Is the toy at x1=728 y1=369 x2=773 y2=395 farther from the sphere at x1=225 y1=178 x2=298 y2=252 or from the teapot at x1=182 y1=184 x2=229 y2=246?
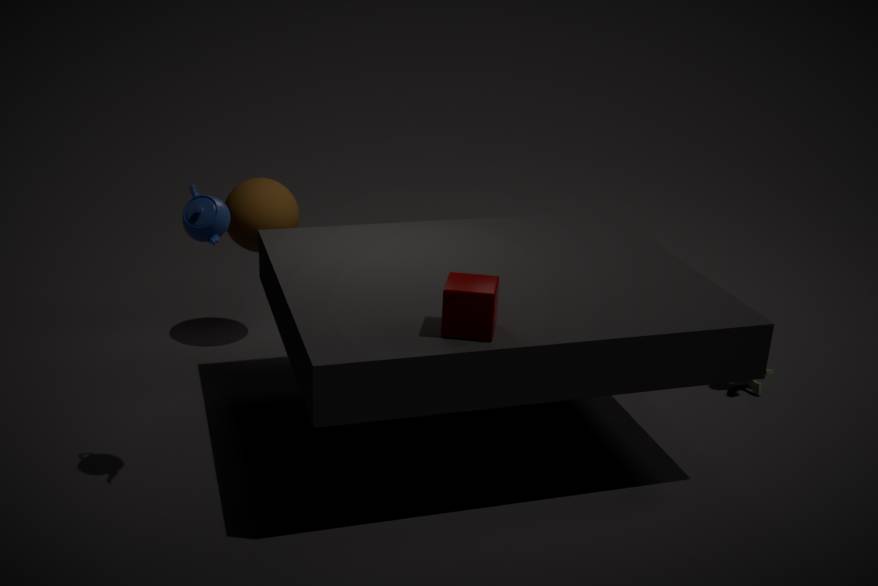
the teapot at x1=182 y1=184 x2=229 y2=246
